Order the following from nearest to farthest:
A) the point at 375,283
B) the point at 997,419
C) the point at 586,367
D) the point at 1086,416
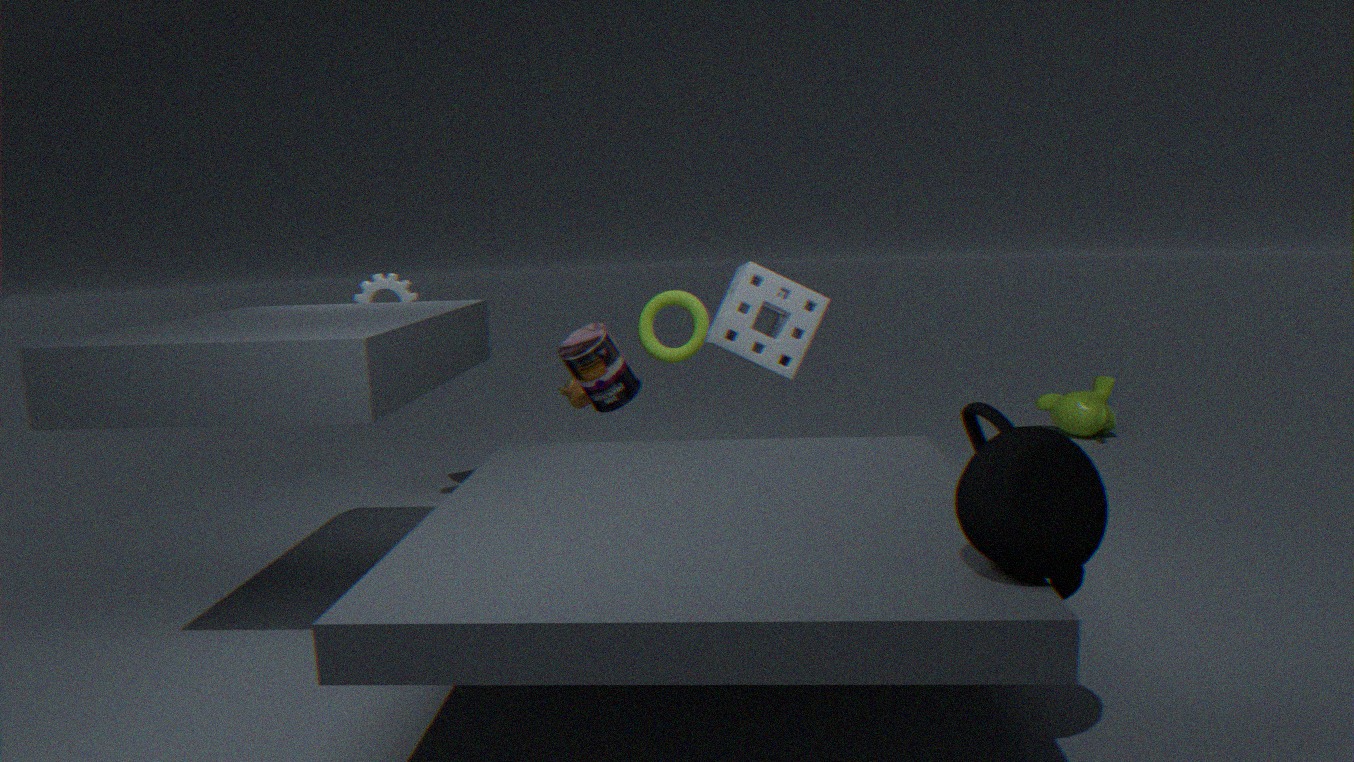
the point at 997,419
the point at 586,367
the point at 375,283
the point at 1086,416
